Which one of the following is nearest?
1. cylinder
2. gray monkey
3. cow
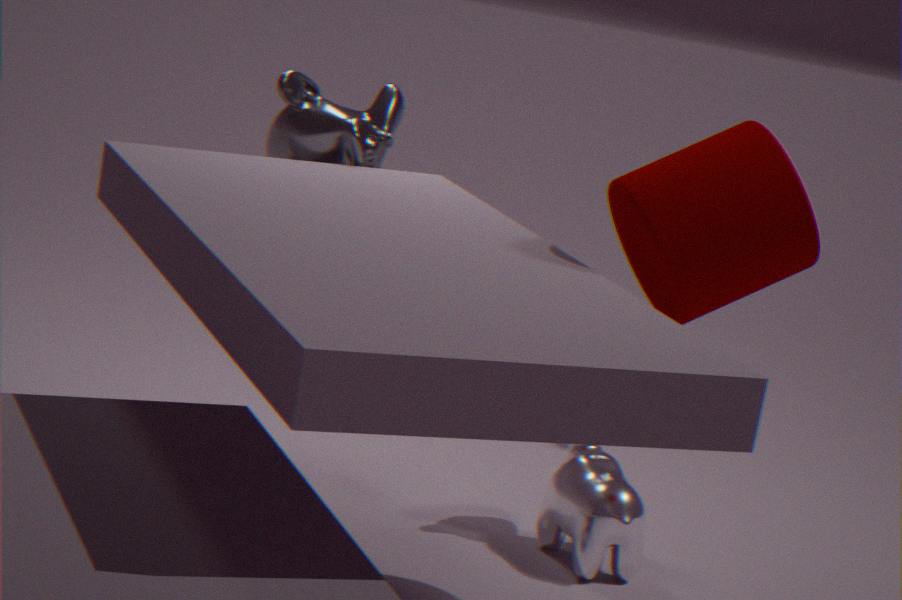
cylinder
